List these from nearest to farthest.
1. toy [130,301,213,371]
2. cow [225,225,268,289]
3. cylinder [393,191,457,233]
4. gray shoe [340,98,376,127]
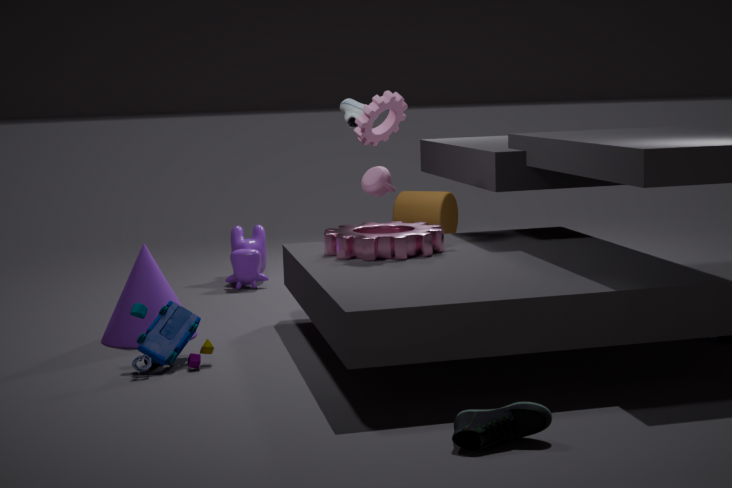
toy [130,301,213,371], gray shoe [340,98,376,127], cow [225,225,268,289], cylinder [393,191,457,233]
